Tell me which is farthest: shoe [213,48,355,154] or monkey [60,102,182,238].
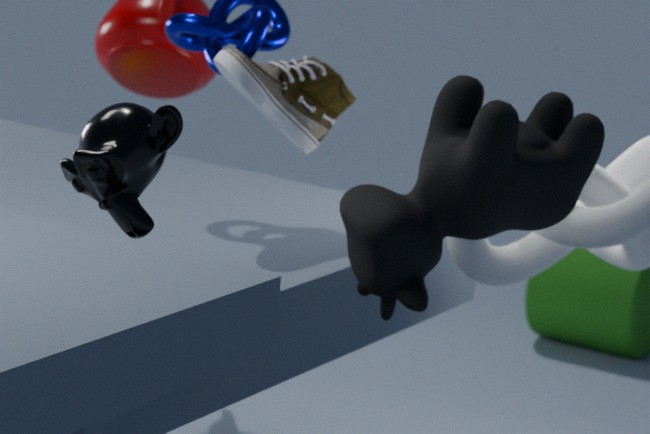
shoe [213,48,355,154]
